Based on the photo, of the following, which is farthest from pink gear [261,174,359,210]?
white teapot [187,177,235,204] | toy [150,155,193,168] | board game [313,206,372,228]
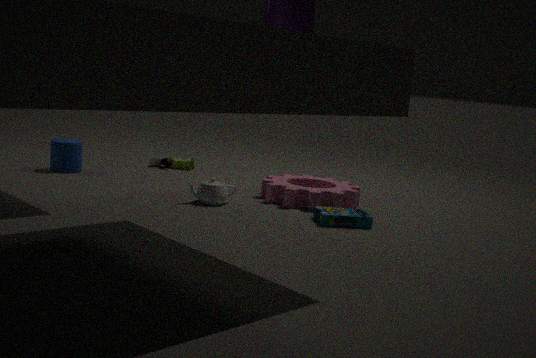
toy [150,155,193,168]
